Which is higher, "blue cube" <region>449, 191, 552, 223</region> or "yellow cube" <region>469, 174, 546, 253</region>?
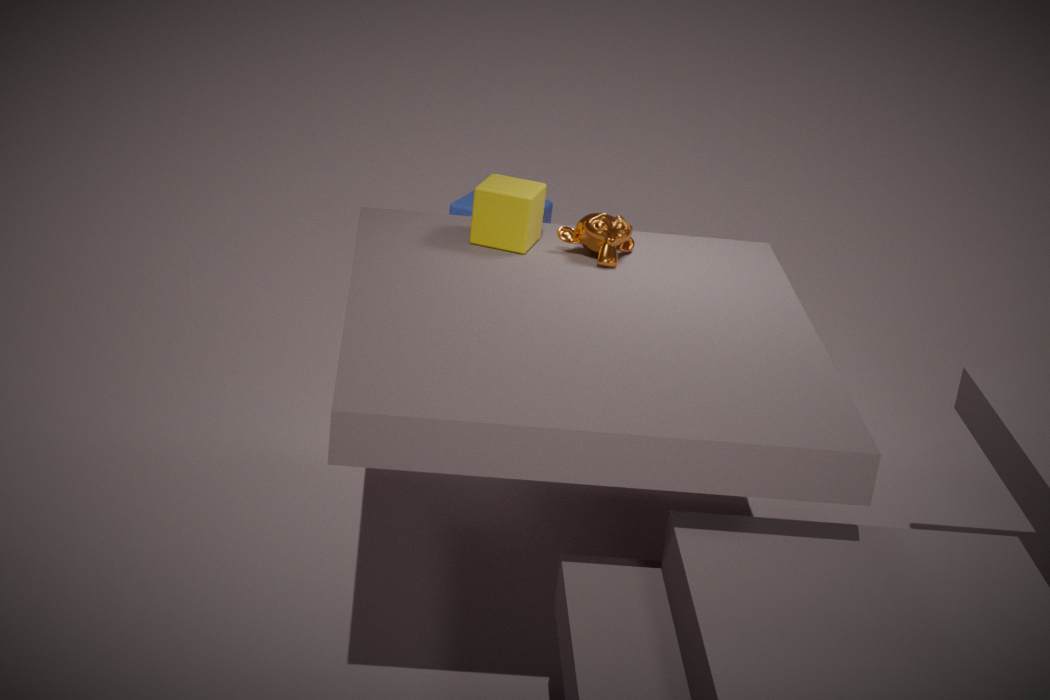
"yellow cube" <region>469, 174, 546, 253</region>
